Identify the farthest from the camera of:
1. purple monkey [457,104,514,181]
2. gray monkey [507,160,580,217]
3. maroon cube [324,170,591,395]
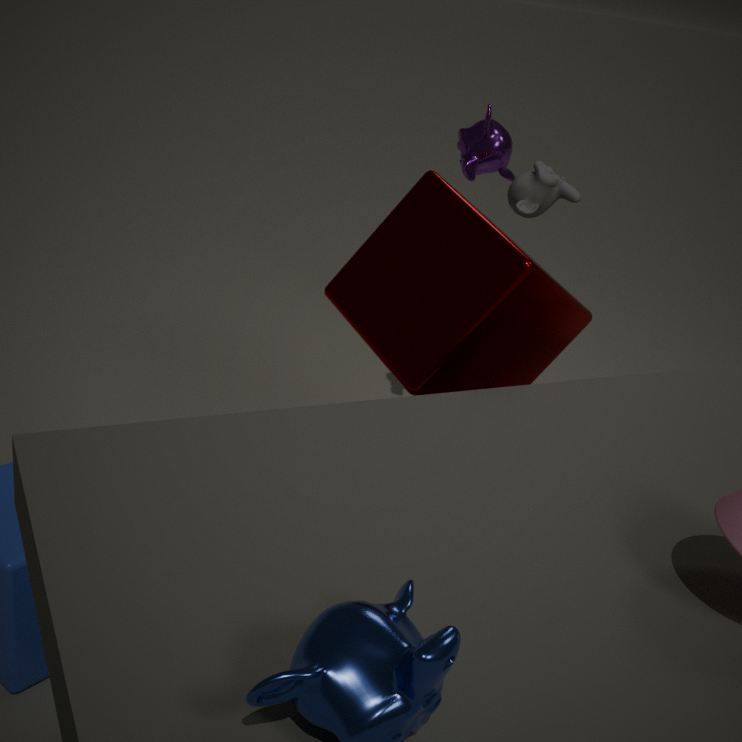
purple monkey [457,104,514,181]
